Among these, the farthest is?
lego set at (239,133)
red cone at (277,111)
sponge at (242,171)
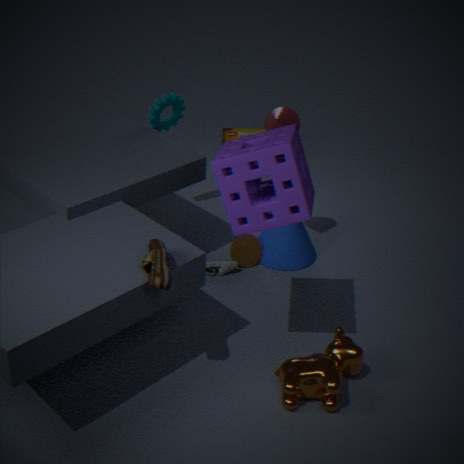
lego set at (239,133)
